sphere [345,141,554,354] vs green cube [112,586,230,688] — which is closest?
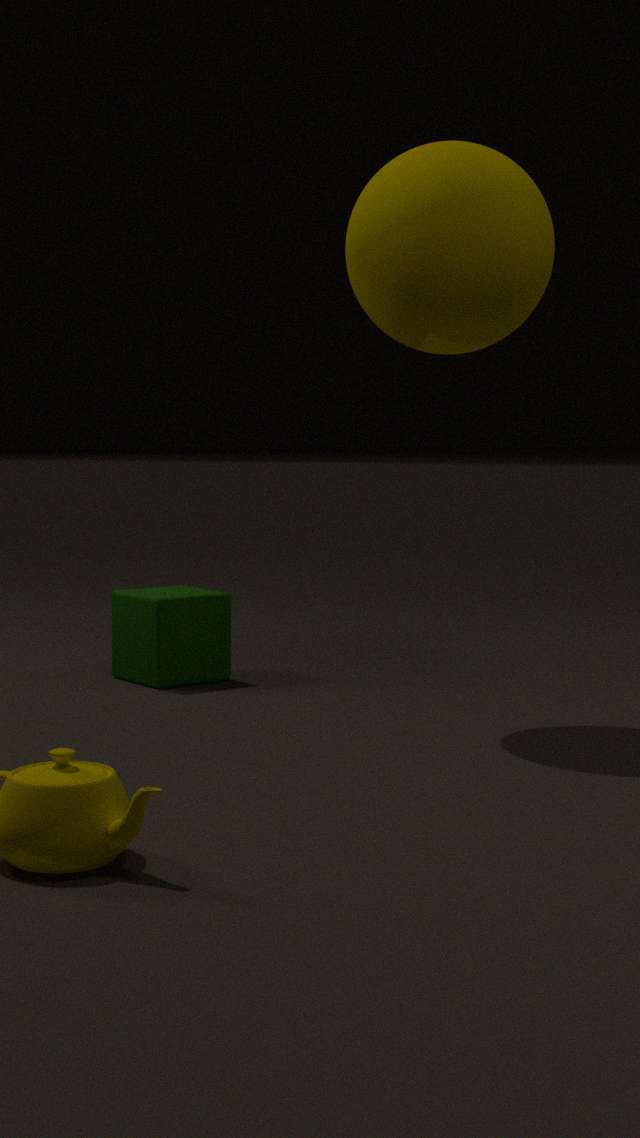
sphere [345,141,554,354]
